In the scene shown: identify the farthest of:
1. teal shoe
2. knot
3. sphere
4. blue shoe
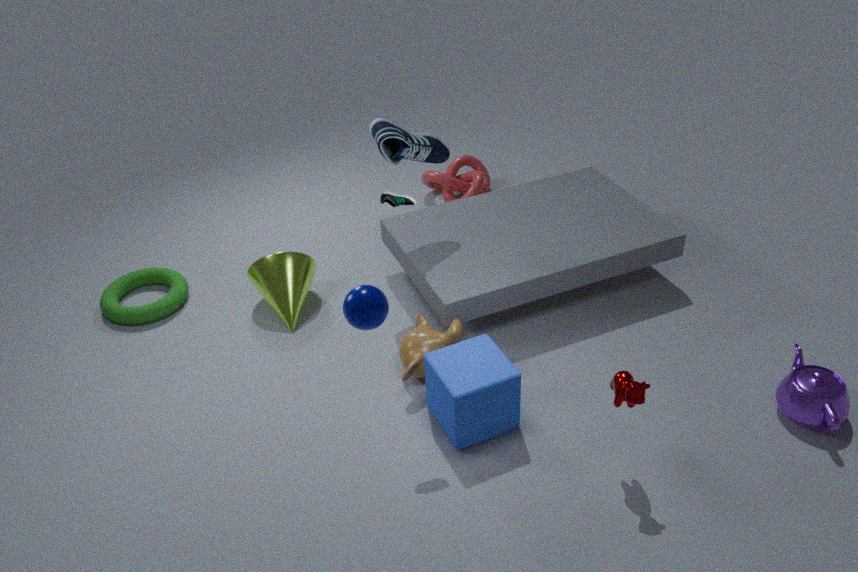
knot
